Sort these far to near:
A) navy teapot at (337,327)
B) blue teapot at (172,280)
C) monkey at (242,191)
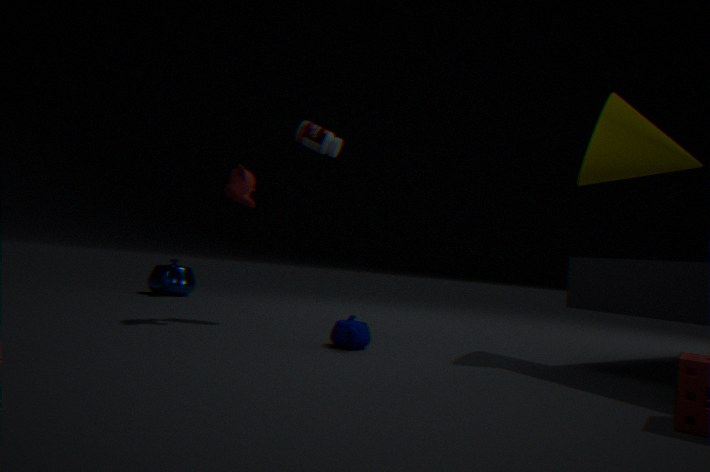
blue teapot at (172,280)
monkey at (242,191)
navy teapot at (337,327)
